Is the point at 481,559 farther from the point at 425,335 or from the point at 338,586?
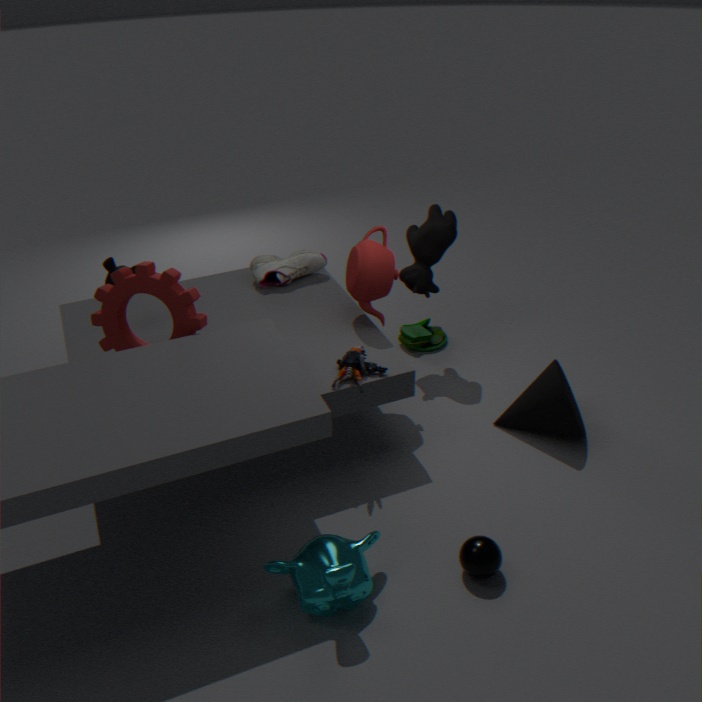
the point at 425,335
